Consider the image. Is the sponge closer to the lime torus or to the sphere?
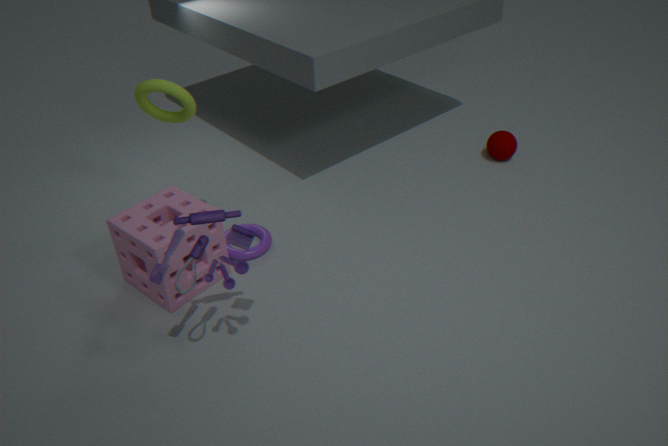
the lime torus
